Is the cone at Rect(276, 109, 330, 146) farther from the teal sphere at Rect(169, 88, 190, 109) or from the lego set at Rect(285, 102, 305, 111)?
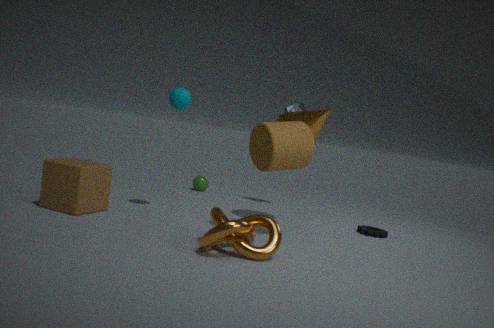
the teal sphere at Rect(169, 88, 190, 109)
